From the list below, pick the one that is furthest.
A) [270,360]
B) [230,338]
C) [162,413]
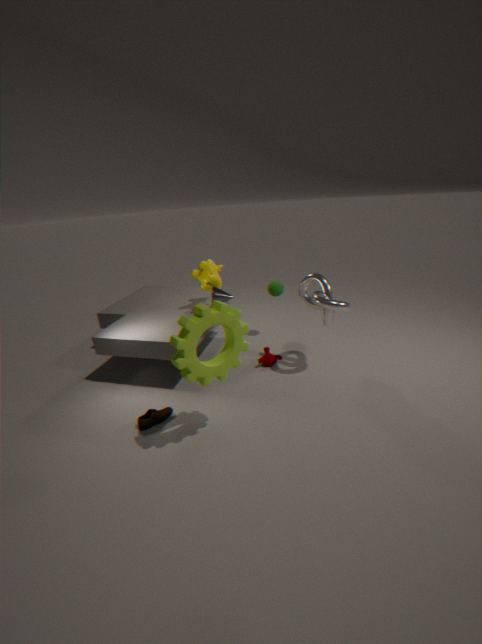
[270,360]
